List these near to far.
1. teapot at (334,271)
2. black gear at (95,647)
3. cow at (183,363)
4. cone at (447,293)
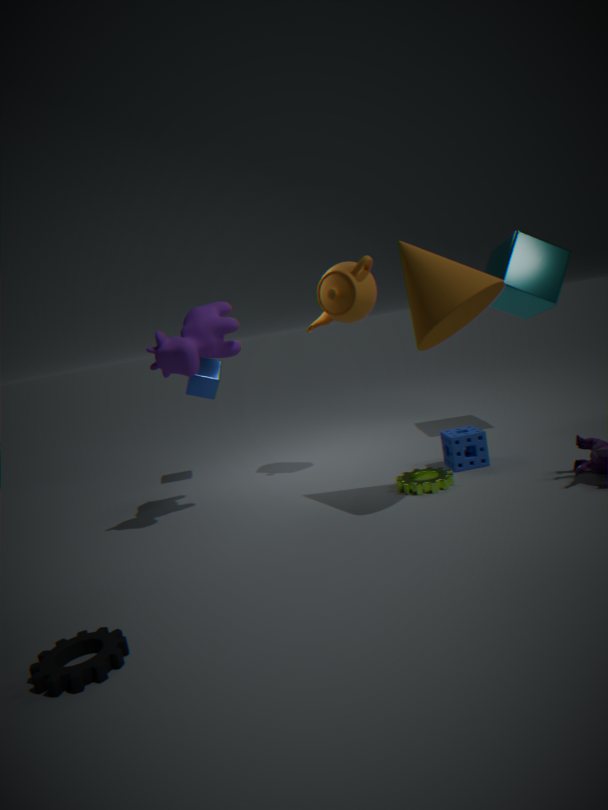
black gear at (95,647), cone at (447,293), cow at (183,363), teapot at (334,271)
